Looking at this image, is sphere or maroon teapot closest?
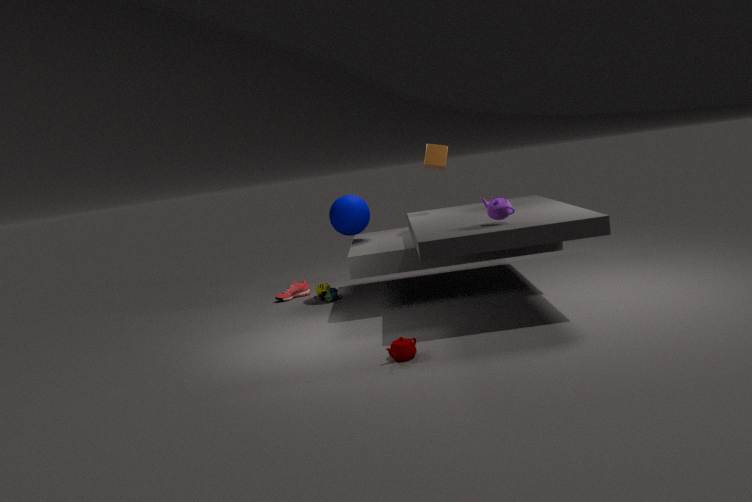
maroon teapot
